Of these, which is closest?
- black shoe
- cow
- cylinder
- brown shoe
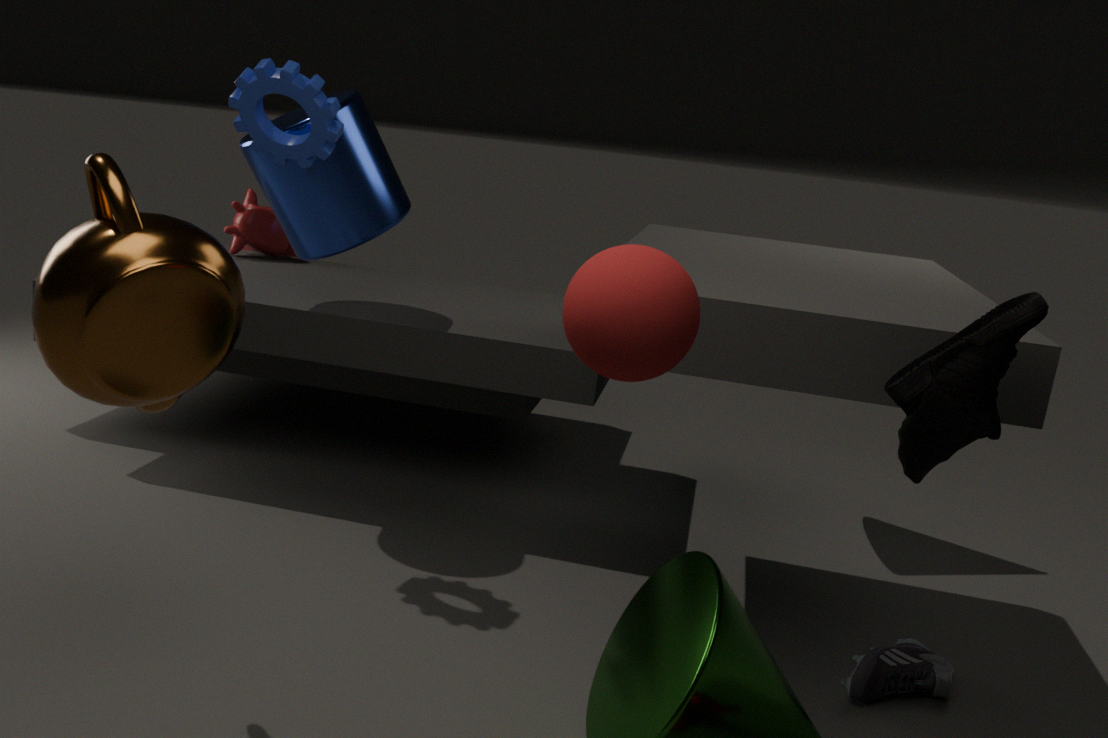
brown shoe
